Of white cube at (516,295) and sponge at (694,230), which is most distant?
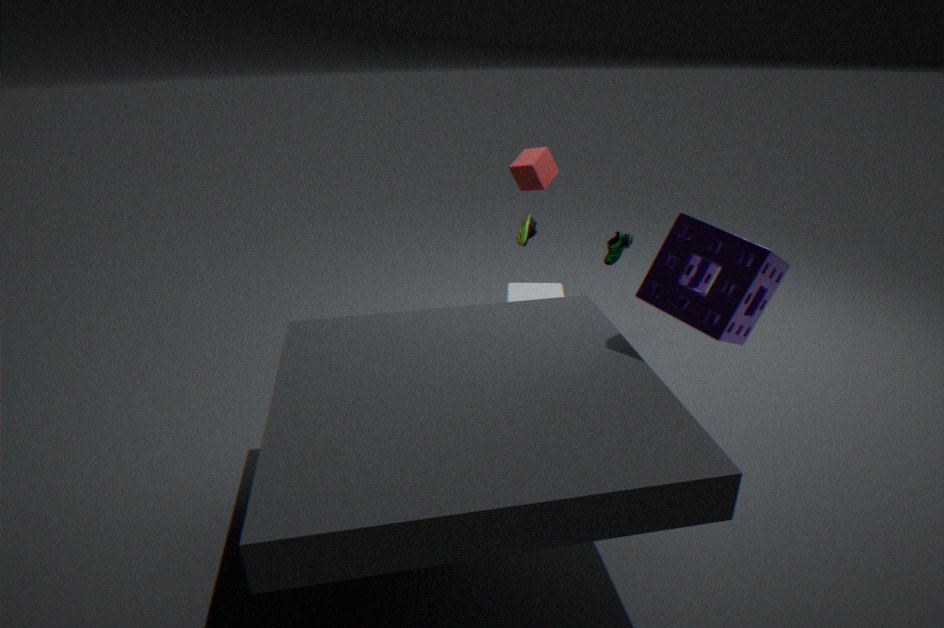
white cube at (516,295)
